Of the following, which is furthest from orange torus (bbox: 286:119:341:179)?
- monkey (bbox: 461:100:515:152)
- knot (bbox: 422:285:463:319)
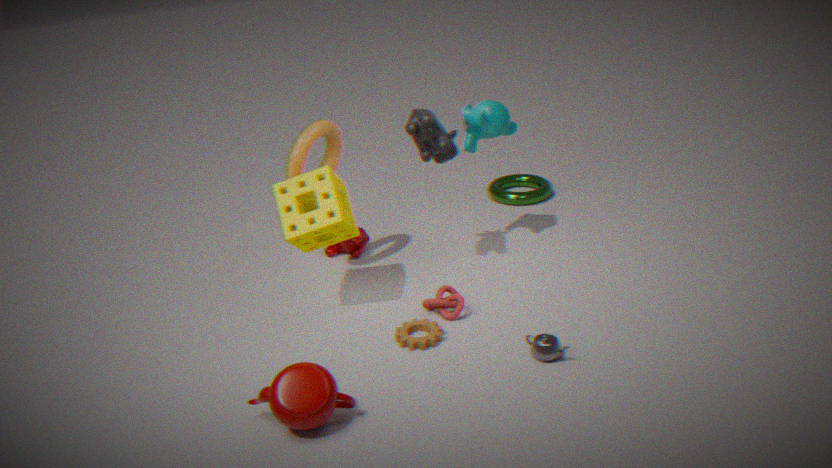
knot (bbox: 422:285:463:319)
